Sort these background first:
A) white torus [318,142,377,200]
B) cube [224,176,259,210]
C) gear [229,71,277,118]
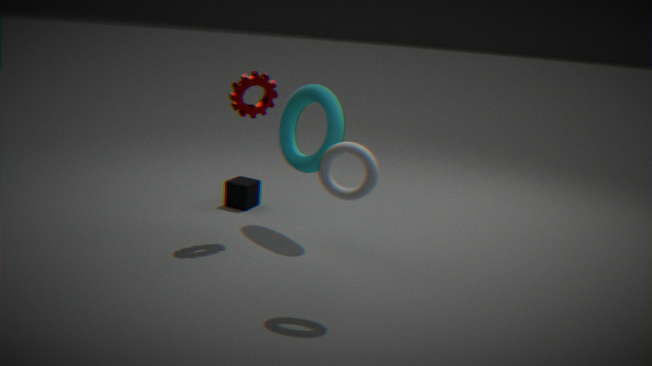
cube [224,176,259,210] < gear [229,71,277,118] < white torus [318,142,377,200]
